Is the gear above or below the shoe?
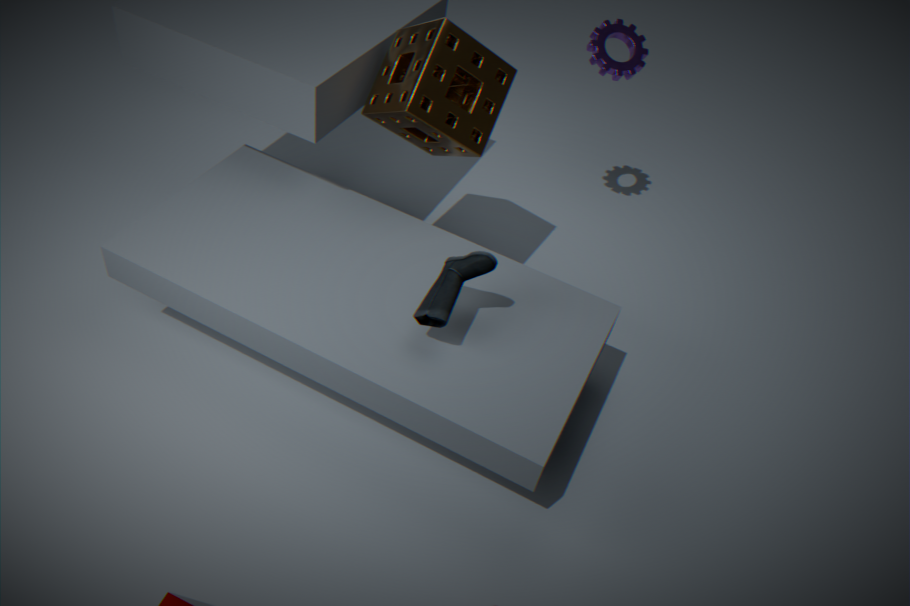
above
